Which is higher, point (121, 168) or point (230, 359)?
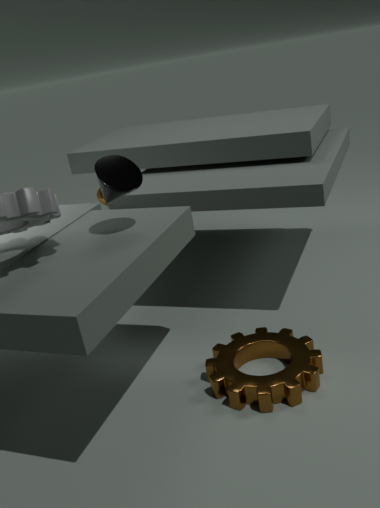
point (121, 168)
